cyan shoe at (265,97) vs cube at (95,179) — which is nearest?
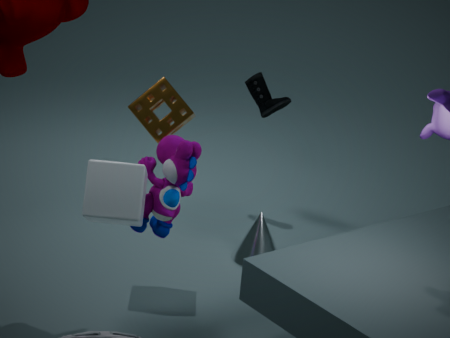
cube at (95,179)
